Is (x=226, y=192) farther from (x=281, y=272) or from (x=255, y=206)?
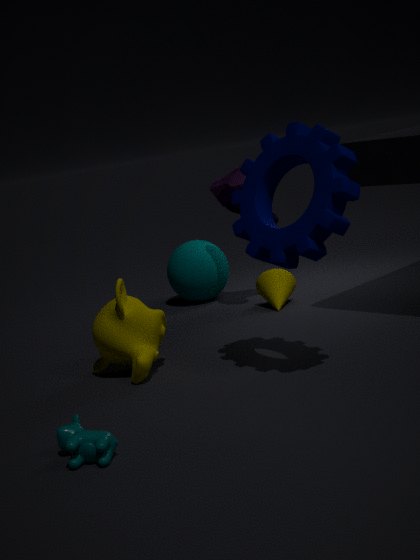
(x=255, y=206)
